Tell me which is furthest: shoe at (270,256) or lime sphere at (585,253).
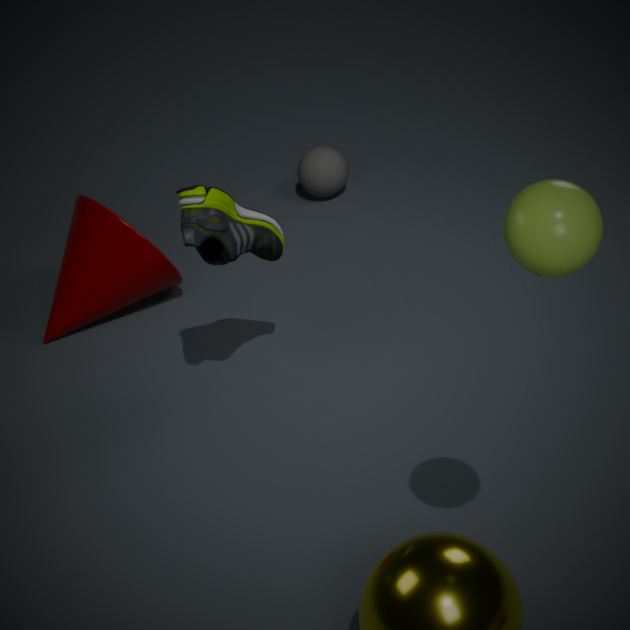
shoe at (270,256)
